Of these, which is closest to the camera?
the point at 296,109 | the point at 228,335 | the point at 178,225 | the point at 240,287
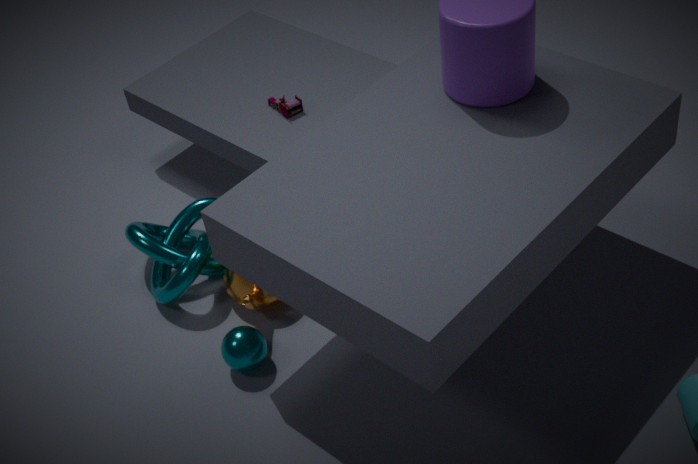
the point at 228,335
